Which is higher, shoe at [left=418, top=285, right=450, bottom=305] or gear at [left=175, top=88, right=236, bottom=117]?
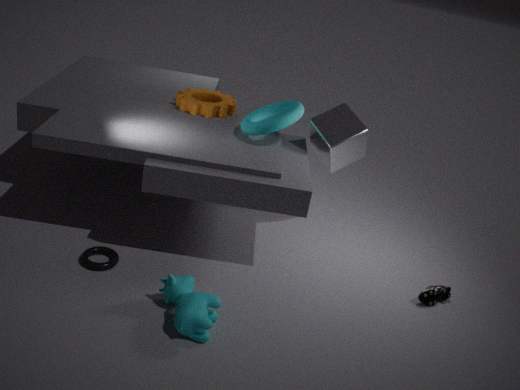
gear at [left=175, top=88, right=236, bottom=117]
